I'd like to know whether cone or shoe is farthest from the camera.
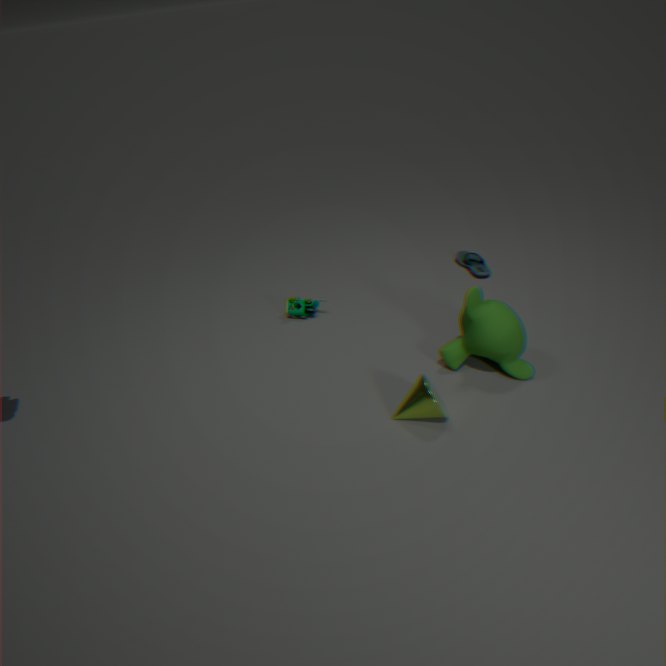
shoe
